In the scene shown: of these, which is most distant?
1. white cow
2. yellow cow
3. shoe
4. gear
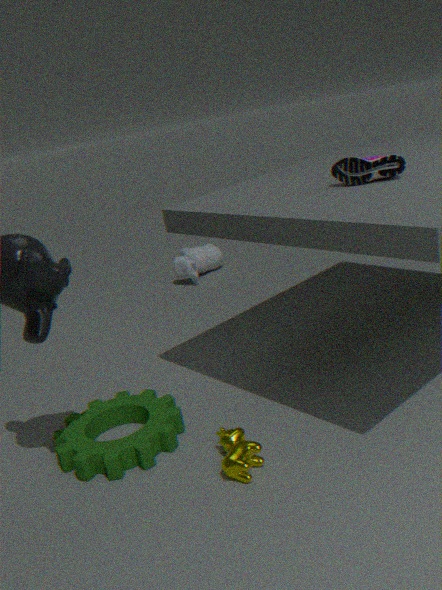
white cow
